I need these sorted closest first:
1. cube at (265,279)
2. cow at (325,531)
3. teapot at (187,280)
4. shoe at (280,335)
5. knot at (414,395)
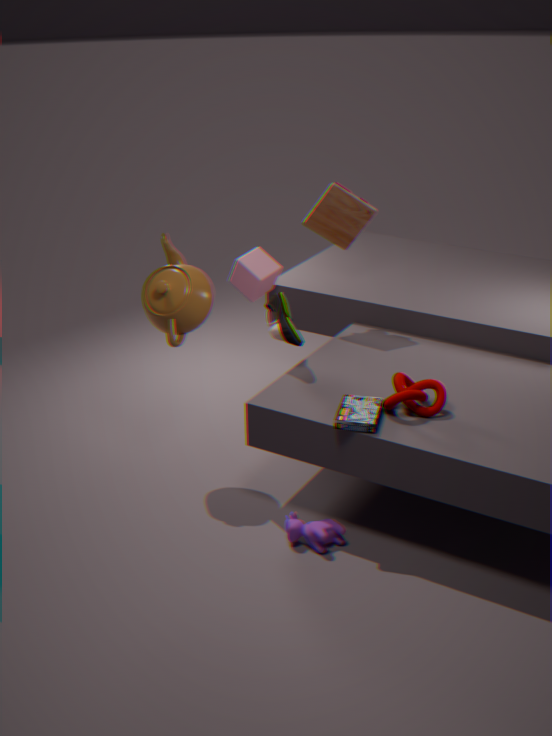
knot at (414,395), cow at (325,531), teapot at (187,280), shoe at (280,335), cube at (265,279)
